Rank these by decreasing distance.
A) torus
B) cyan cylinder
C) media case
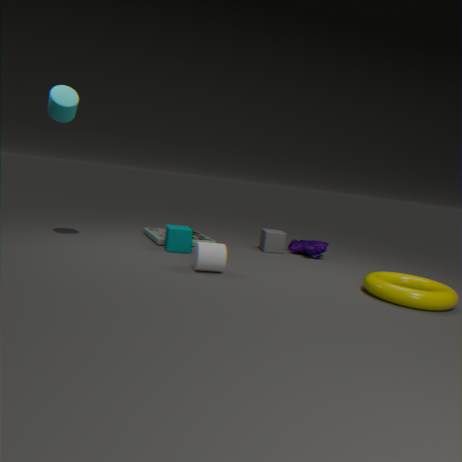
1. media case
2. cyan cylinder
3. torus
